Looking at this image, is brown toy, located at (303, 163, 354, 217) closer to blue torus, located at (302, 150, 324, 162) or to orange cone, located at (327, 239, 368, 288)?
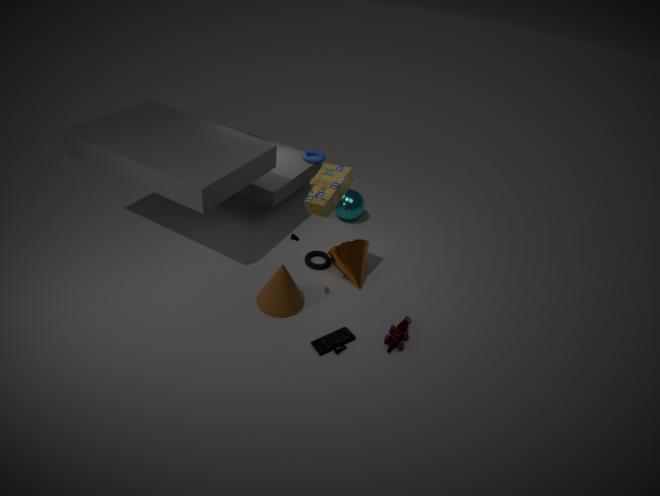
orange cone, located at (327, 239, 368, 288)
